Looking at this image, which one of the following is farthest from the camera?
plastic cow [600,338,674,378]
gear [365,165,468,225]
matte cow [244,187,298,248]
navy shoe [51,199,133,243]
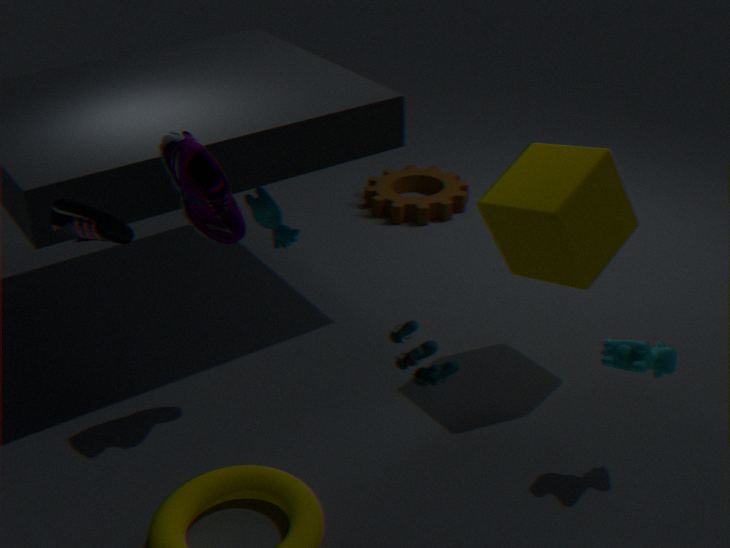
gear [365,165,468,225]
